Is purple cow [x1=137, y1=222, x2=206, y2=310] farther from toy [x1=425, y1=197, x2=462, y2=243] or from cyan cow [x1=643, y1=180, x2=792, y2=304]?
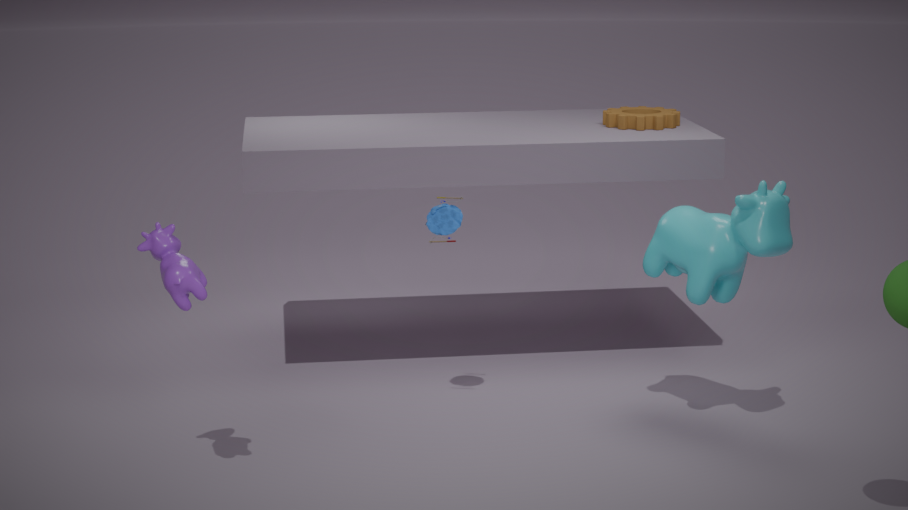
cyan cow [x1=643, y1=180, x2=792, y2=304]
